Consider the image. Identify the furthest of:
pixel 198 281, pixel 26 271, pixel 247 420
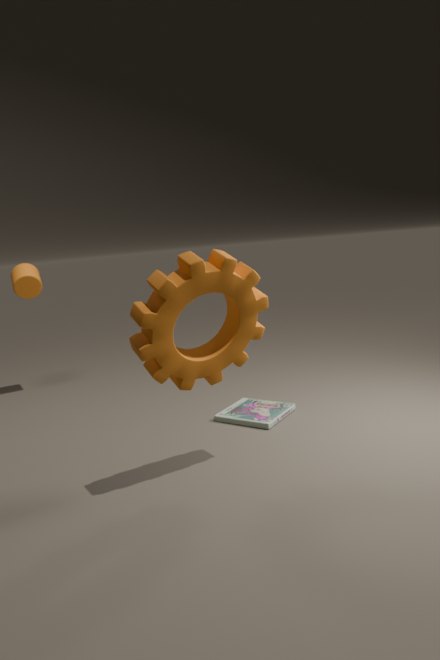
pixel 26 271
